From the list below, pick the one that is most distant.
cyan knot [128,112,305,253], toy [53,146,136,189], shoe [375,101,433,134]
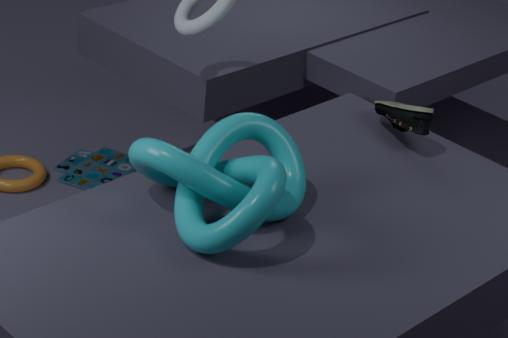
toy [53,146,136,189]
